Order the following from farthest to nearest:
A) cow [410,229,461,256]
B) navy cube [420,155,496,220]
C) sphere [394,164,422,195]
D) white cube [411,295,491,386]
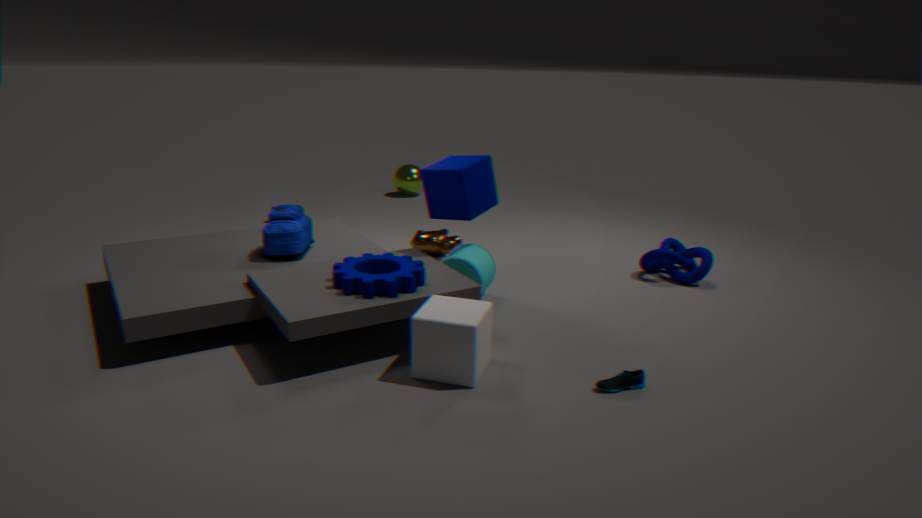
sphere [394,164,422,195]
cow [410,229,461,256]
navy cube [420,155,496,220]
white cube [411,295,491,386]
